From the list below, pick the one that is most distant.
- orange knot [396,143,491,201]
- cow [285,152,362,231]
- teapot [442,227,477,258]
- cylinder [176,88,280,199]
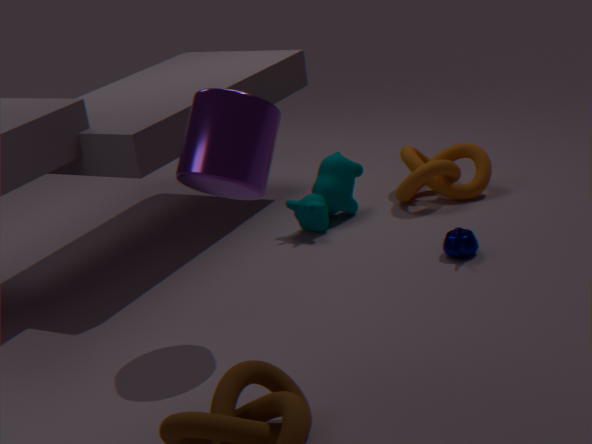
orange knot [396,143,491,201]
